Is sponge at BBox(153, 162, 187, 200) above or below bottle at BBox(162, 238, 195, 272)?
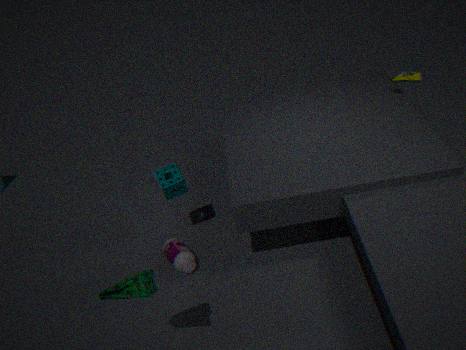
above
